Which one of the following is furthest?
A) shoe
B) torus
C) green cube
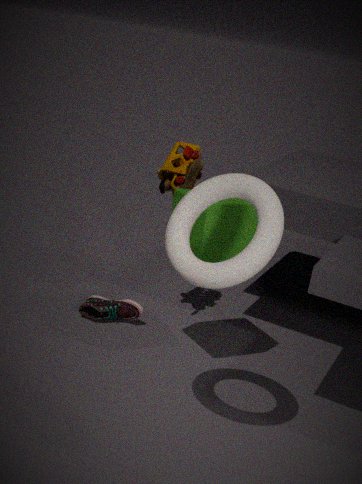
shoe
